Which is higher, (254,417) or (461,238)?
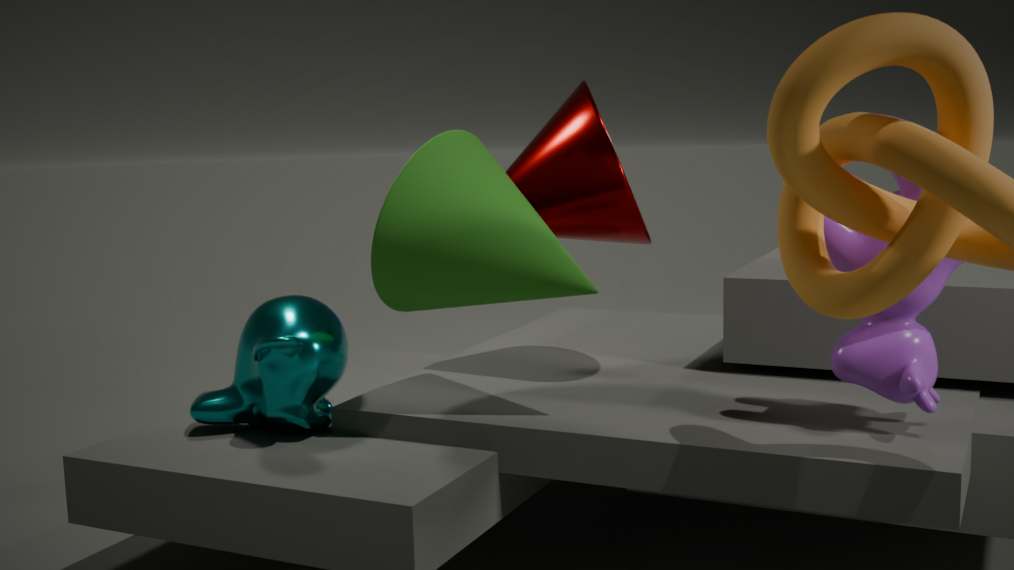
(461,238)
